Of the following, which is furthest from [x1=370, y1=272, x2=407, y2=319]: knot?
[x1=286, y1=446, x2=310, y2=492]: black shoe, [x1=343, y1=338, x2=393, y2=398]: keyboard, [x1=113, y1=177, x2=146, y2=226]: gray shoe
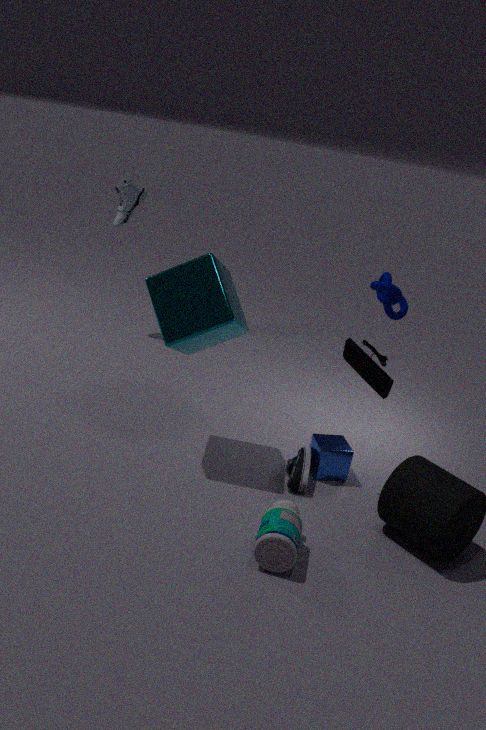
[x1=113, y1=177, x2=146, y2=226]: gray shoe
